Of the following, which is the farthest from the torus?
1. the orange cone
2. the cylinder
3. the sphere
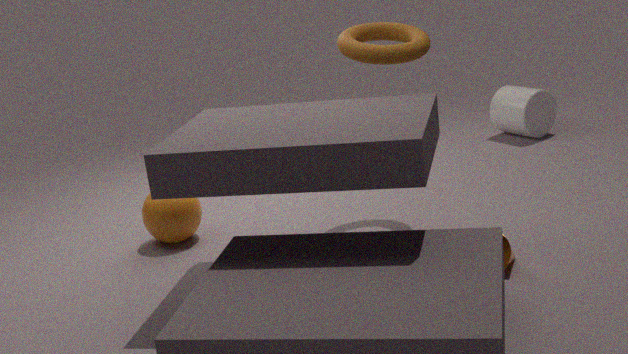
the cylinder
